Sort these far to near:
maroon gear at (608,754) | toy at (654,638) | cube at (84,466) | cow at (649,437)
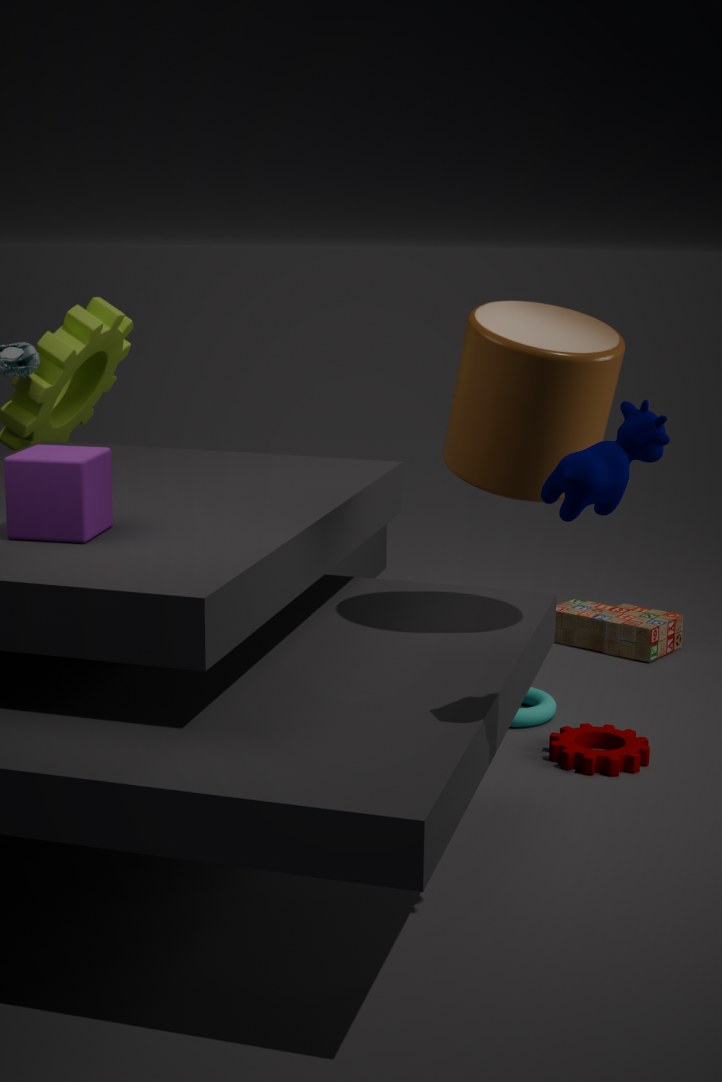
1. toy at (654,638)
2. maroon gear at (608,754)
3. cube at (84,466)
4. cow at (649,437)
